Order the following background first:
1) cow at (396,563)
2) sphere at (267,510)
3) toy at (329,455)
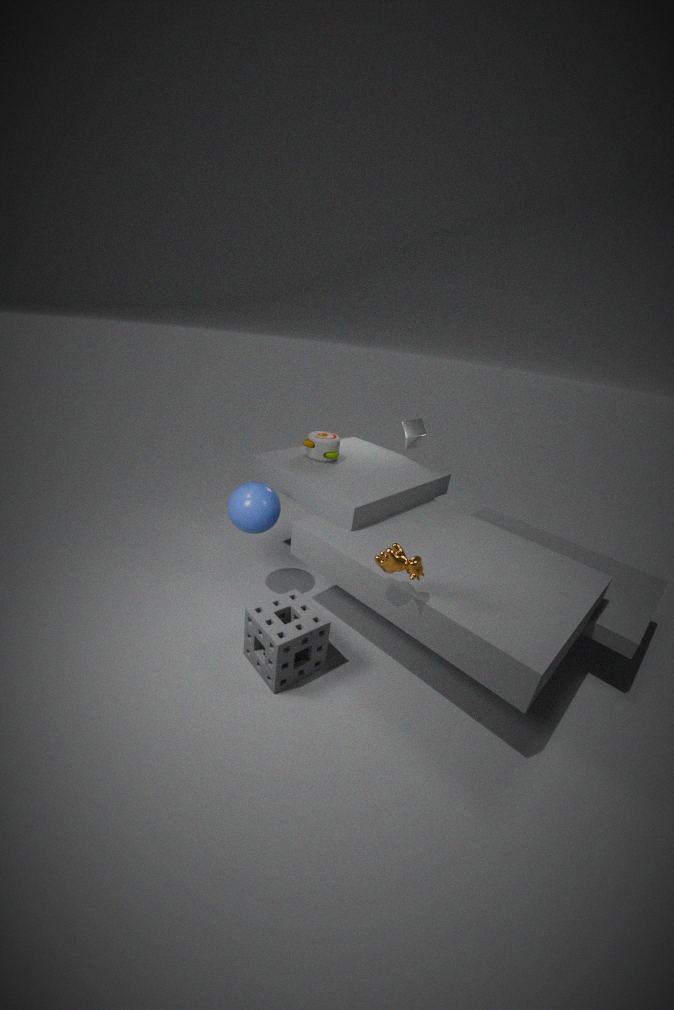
3. toy at (329,455), 2. sphere at (267,510), 1. cow at (396,563)
